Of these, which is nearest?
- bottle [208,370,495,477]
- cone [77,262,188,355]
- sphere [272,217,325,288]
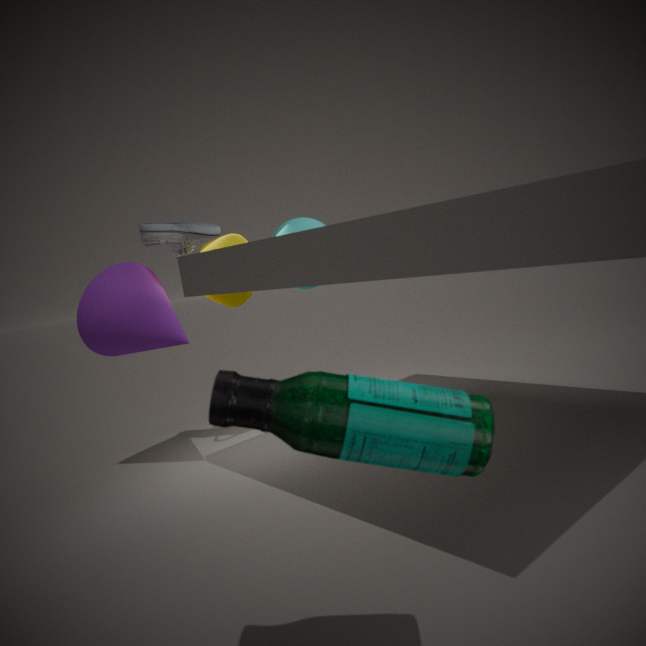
bottle [208,370,495,477]
